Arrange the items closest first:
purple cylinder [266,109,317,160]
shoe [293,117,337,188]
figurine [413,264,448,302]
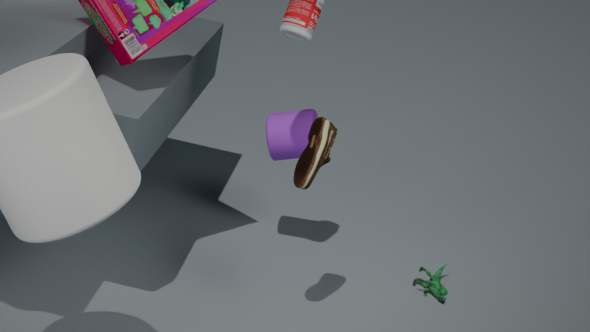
1. shoe [293,117,337,188]
2. purple cylinder [266,109,317,160]
3. figurine [413,264,448,302]
